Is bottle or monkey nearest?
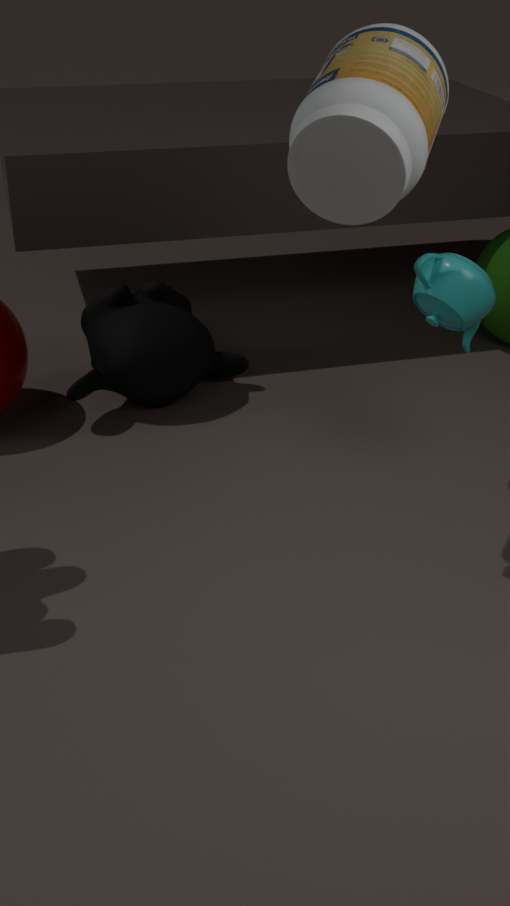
bottle
